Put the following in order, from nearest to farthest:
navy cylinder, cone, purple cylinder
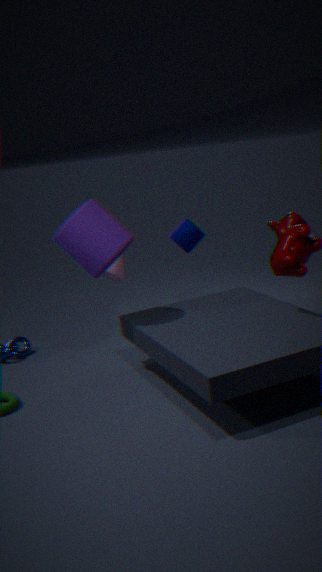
1. purple cylinder
2. navy cylinder
3. cone
